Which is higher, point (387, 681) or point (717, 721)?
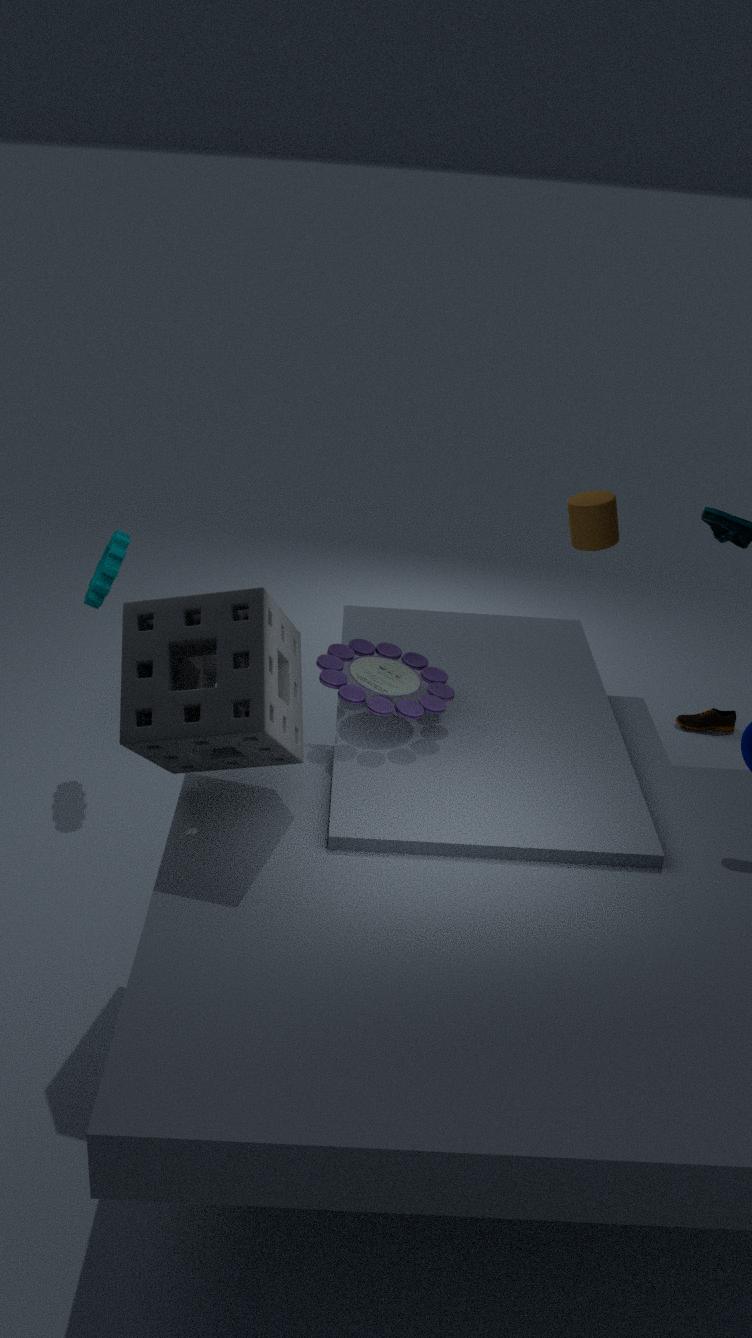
point (387, 681)
